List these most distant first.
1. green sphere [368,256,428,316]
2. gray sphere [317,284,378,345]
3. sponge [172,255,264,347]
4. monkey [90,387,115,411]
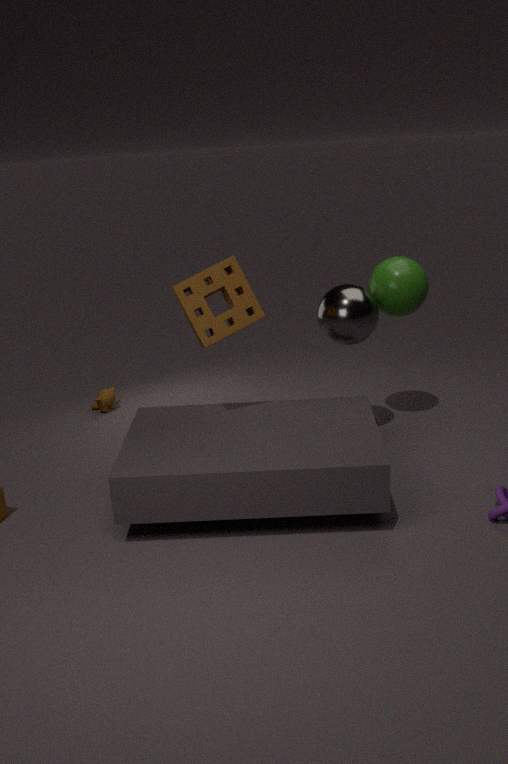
monkey [90,387,115,411]
green sphere [368,256,428,316]
gray sphere [317,284,378,345]
sponge [172,255,264,347]
